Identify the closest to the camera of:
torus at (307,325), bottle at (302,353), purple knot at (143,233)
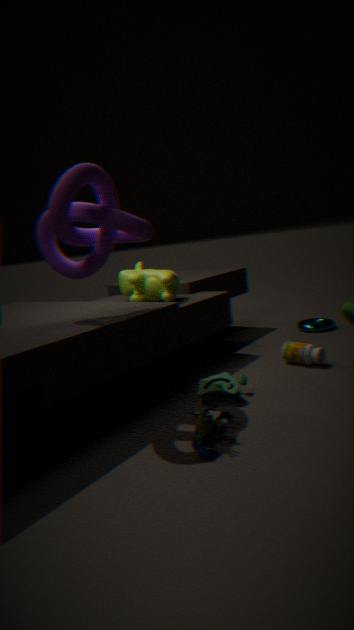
purple knot at (143,233)
